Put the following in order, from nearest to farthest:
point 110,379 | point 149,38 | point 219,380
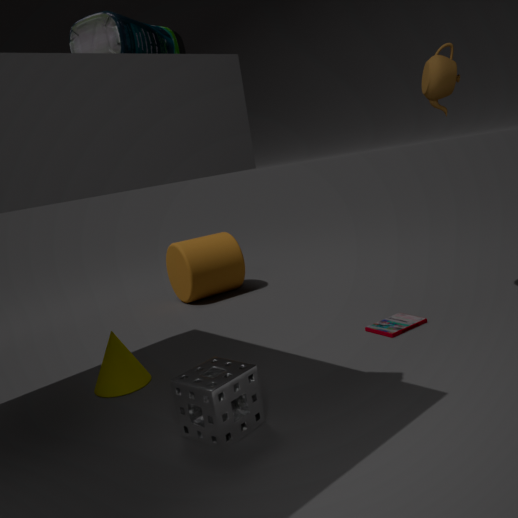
point 149,38, point 219,380, point 110,379
